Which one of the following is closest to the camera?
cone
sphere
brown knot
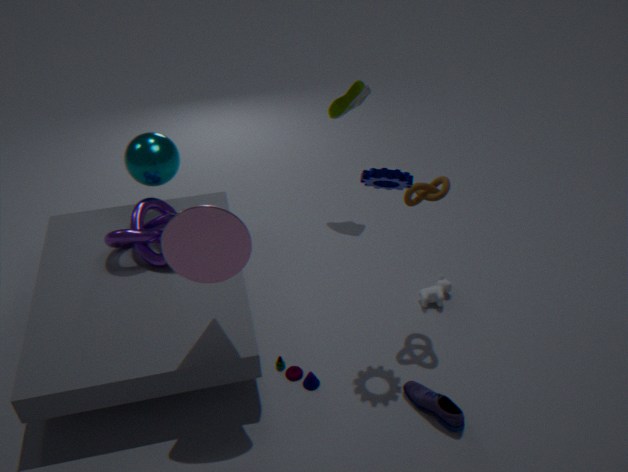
cone
